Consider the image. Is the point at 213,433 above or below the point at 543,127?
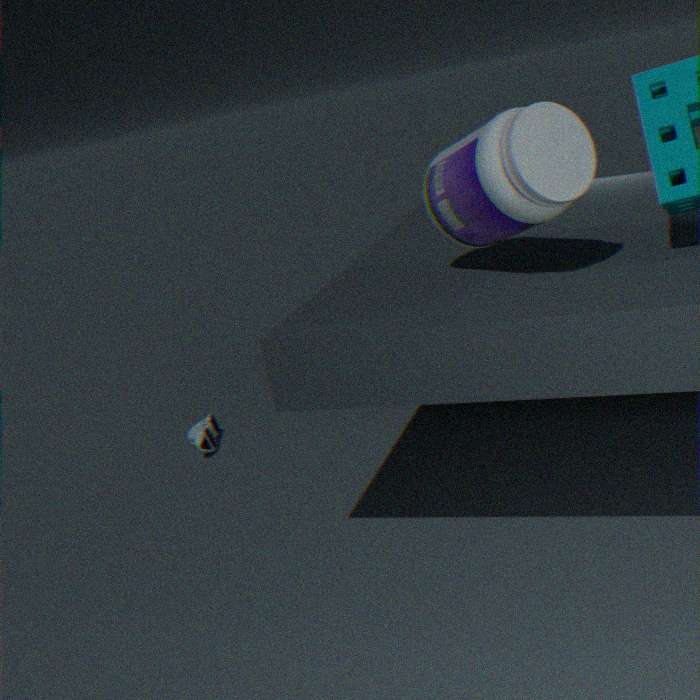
below
